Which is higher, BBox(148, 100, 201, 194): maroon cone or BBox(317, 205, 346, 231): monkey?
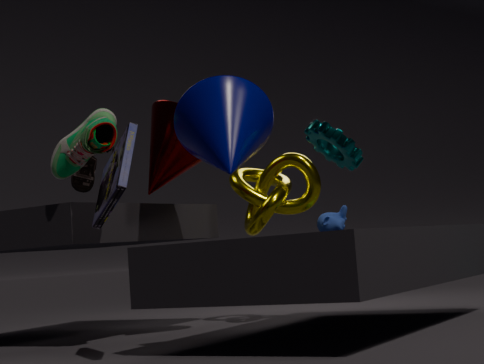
BBox(148, 100, 201, 194): maroon cone
